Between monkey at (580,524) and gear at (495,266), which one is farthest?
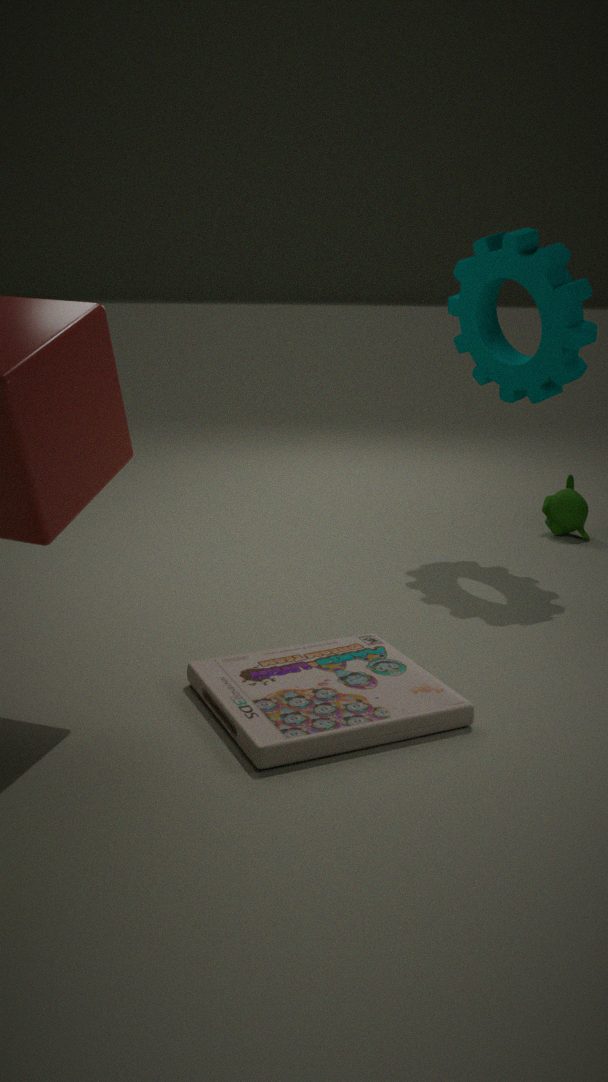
monkey at (580,524)
